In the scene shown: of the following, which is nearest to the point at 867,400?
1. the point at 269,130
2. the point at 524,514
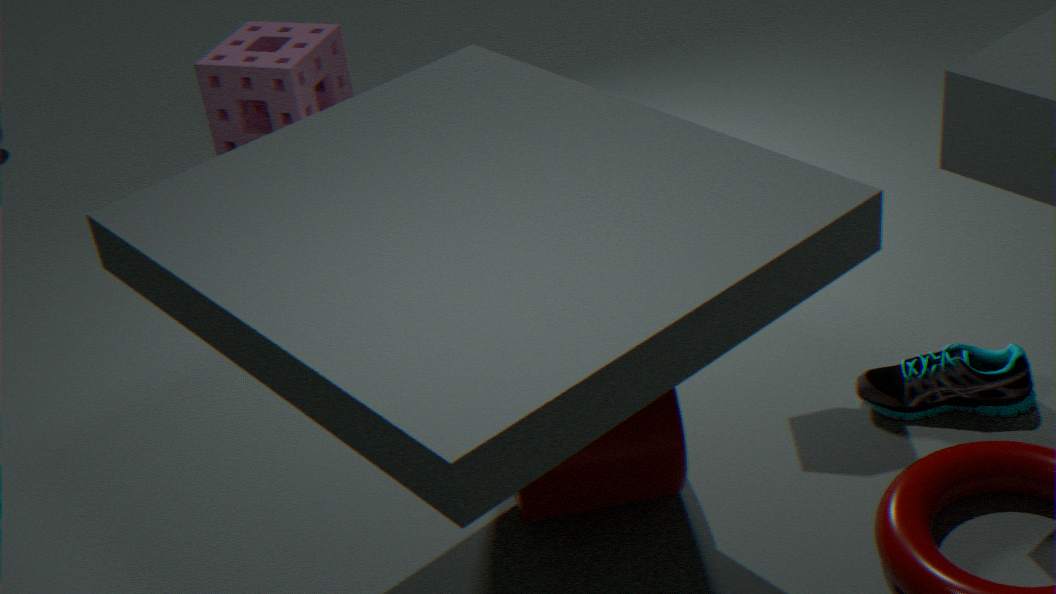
the point at 524,514
